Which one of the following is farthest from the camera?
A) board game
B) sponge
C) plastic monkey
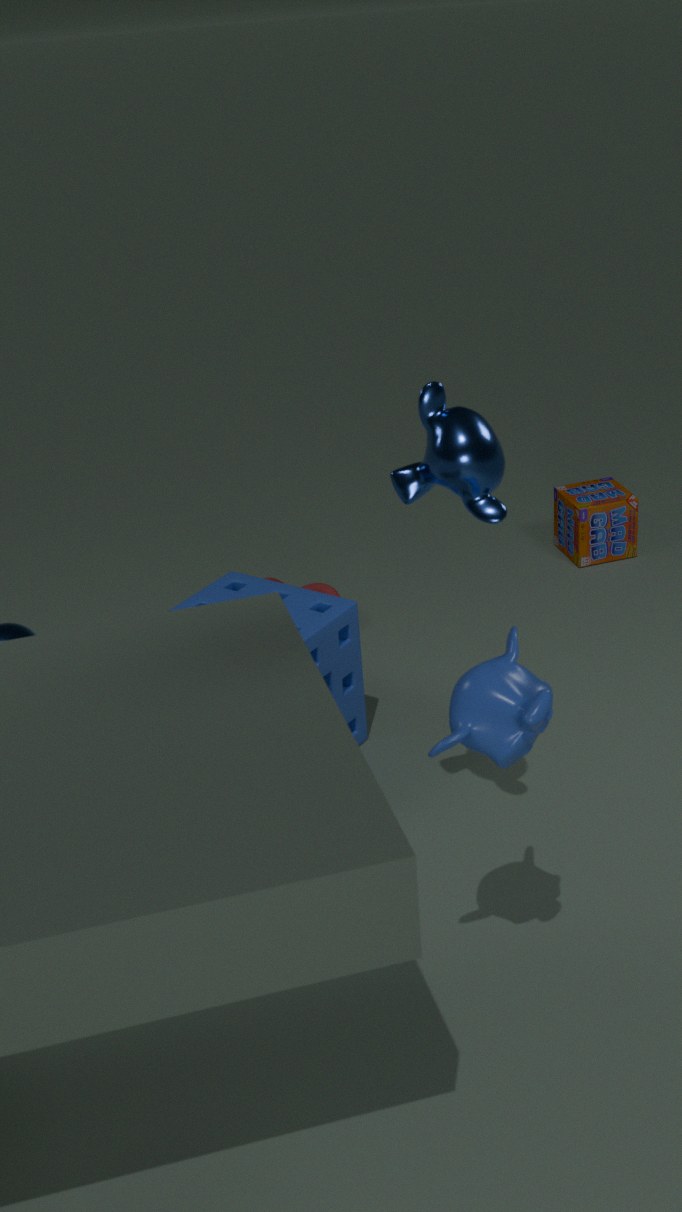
board game
